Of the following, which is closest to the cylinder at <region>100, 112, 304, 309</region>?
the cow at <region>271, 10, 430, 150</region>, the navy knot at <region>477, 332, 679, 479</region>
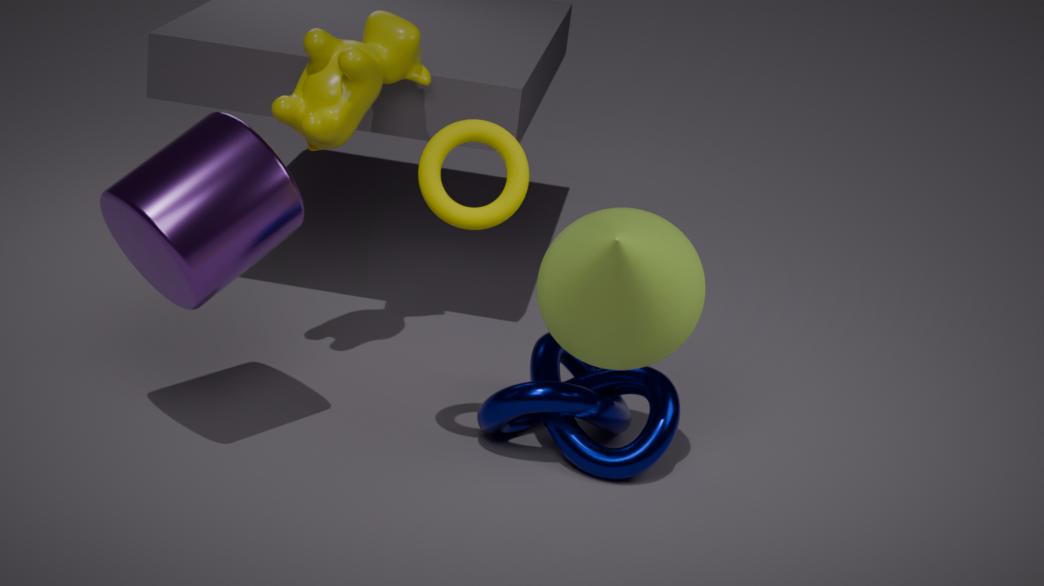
the cow at <region>271, 10, 430, 150</region>
